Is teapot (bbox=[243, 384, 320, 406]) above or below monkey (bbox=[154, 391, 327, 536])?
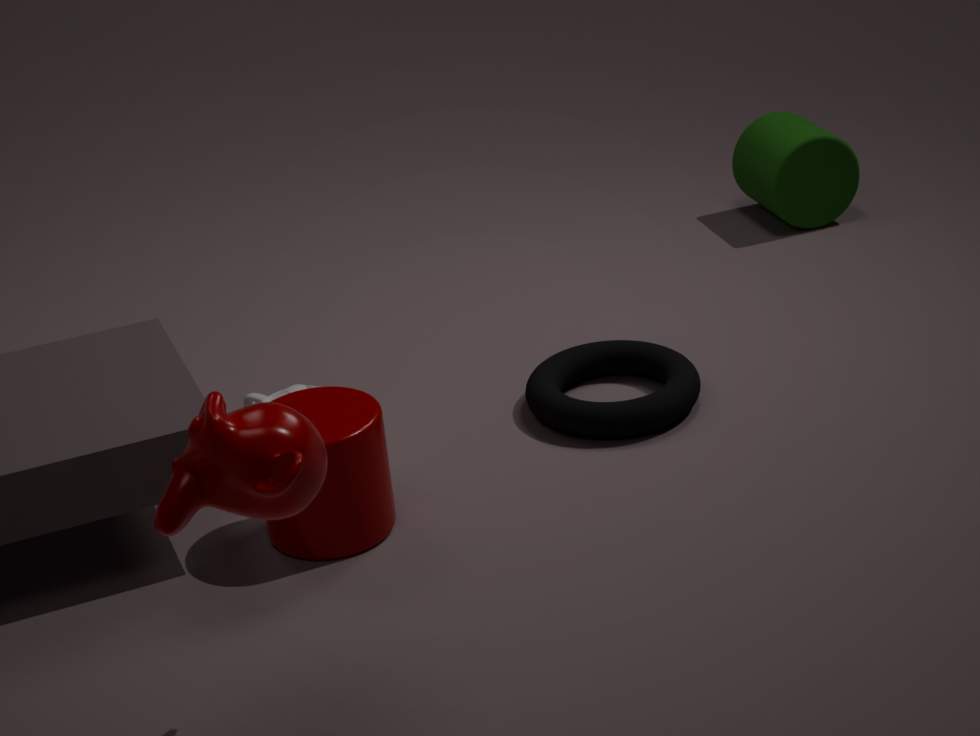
below
